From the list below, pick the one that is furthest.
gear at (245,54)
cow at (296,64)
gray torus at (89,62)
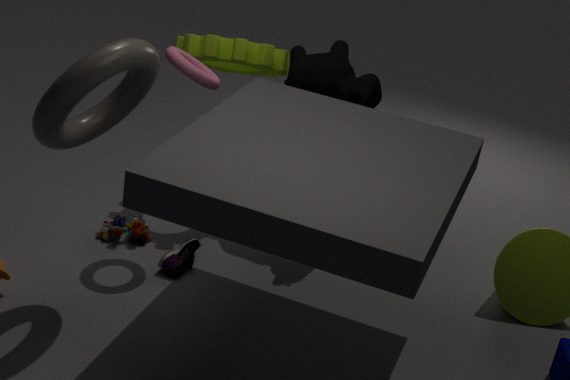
gear at (245,54)
